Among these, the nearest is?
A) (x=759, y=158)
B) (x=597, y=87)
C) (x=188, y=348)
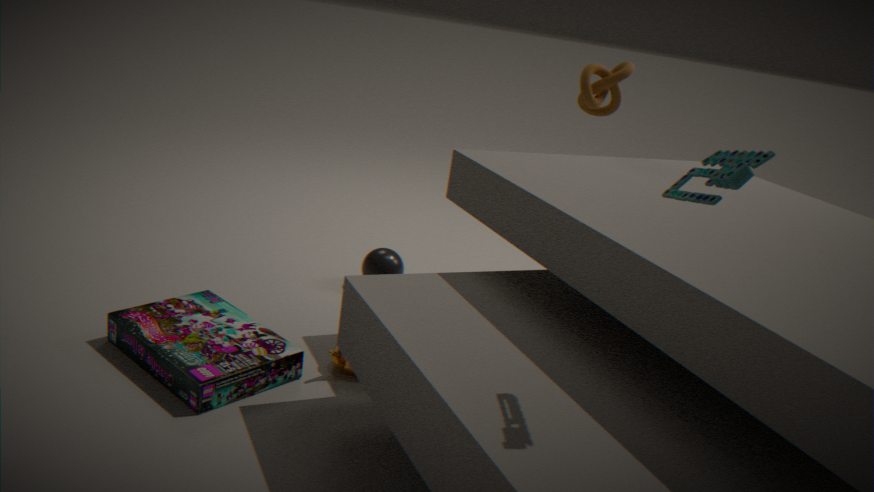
(x=759, y=158)
